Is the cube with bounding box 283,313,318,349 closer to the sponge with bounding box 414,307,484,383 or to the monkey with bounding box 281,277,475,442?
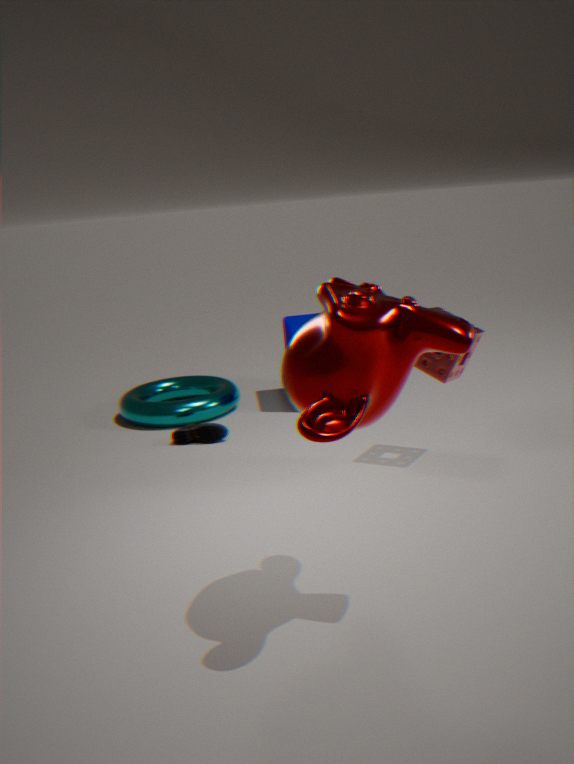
the sponge with bounding box 414,307,484,383
